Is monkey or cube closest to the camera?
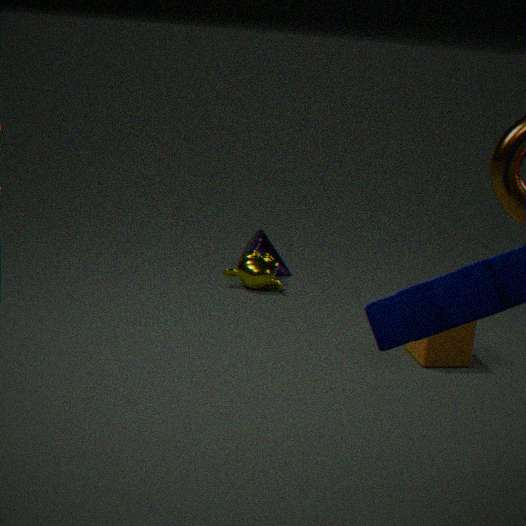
cube
